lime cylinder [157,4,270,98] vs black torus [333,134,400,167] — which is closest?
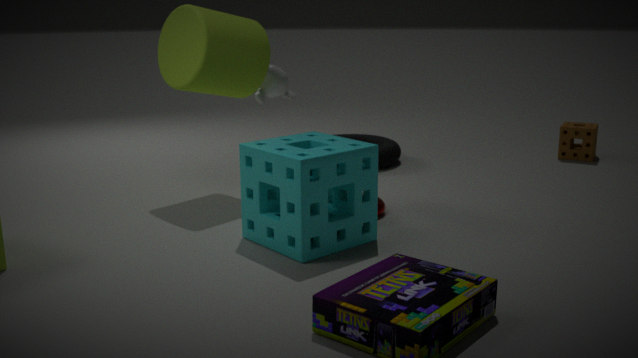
lime cylinder [157,4,270,98]
